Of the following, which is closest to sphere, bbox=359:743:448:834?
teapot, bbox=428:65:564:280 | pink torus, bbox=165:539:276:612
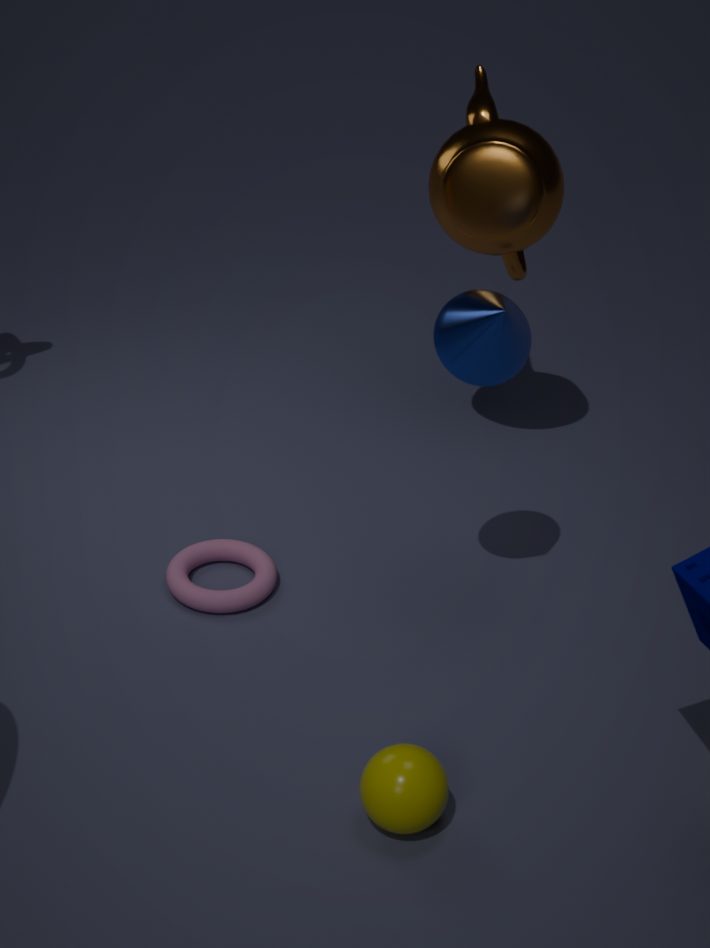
pink torus, bbox=165:539:276:612
